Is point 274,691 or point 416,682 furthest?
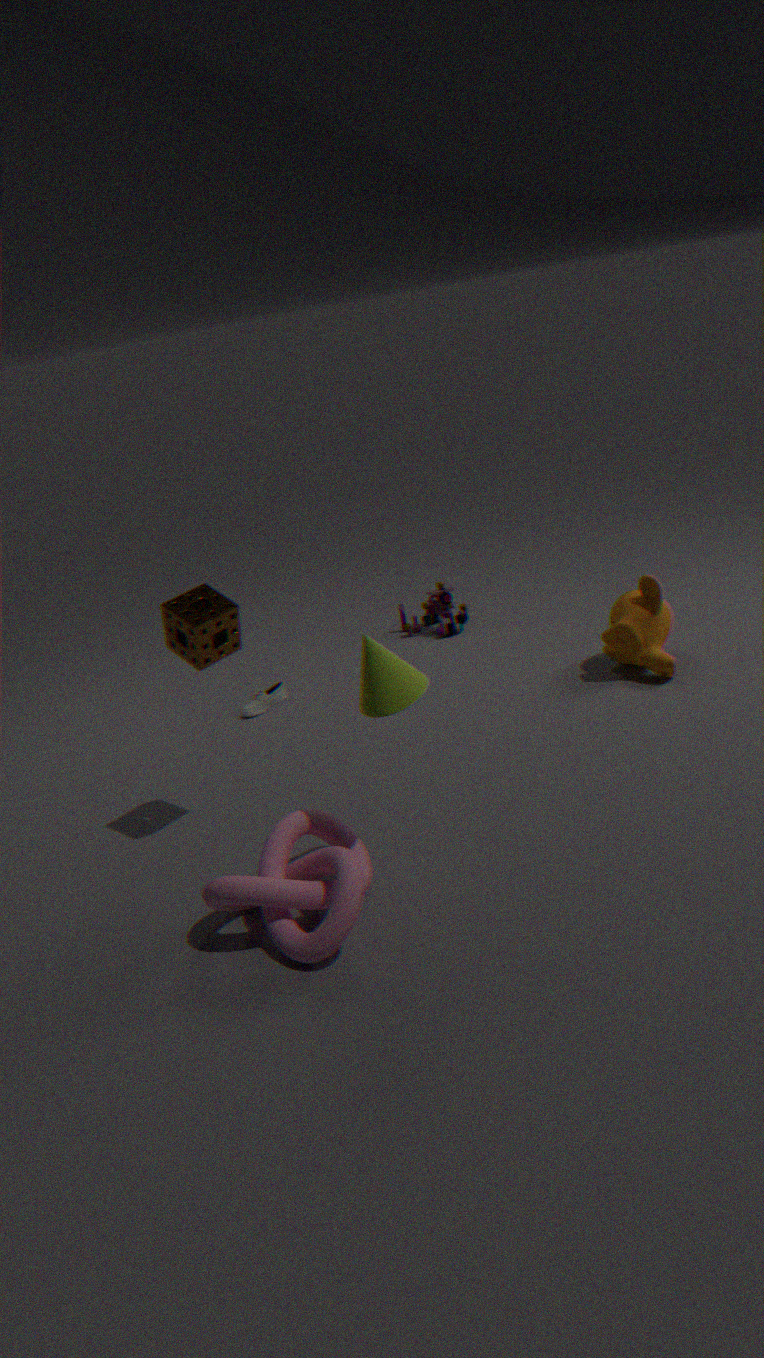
point 274,691
